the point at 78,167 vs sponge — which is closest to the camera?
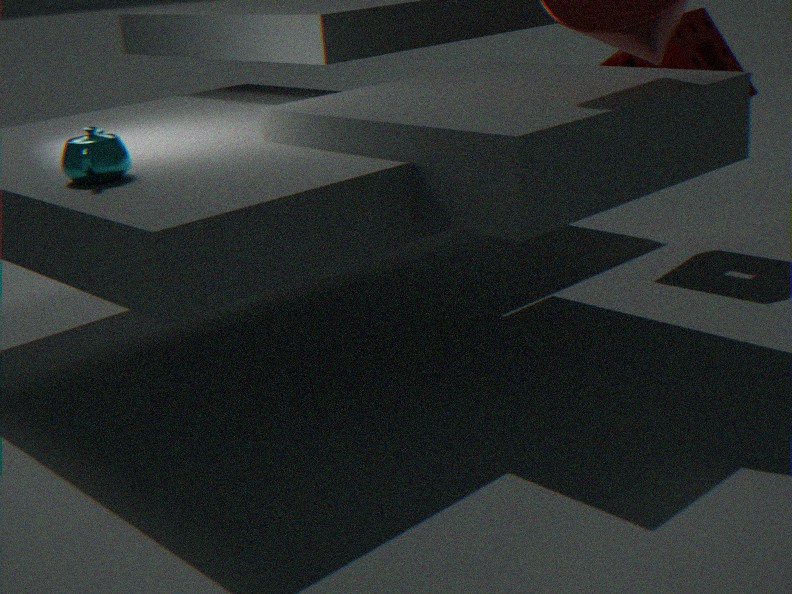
sponge
